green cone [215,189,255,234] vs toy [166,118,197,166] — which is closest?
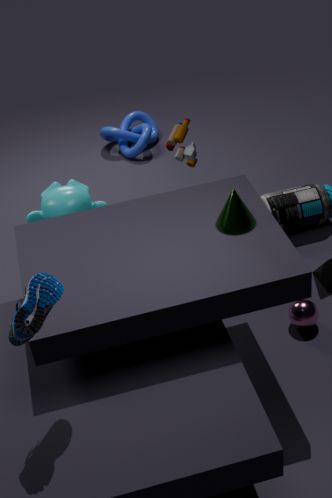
green cone [215,189,255,234]
